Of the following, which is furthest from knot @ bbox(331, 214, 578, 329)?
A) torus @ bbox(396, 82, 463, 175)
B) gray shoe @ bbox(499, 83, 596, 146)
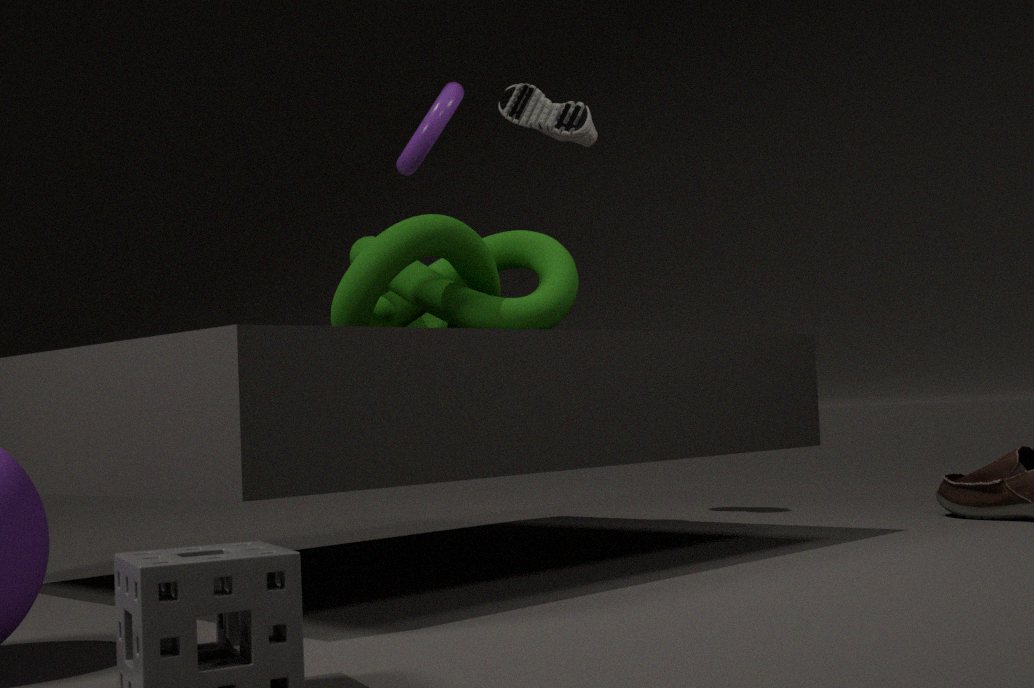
gray shoe @ bbox(499, 83, 596, 146)
